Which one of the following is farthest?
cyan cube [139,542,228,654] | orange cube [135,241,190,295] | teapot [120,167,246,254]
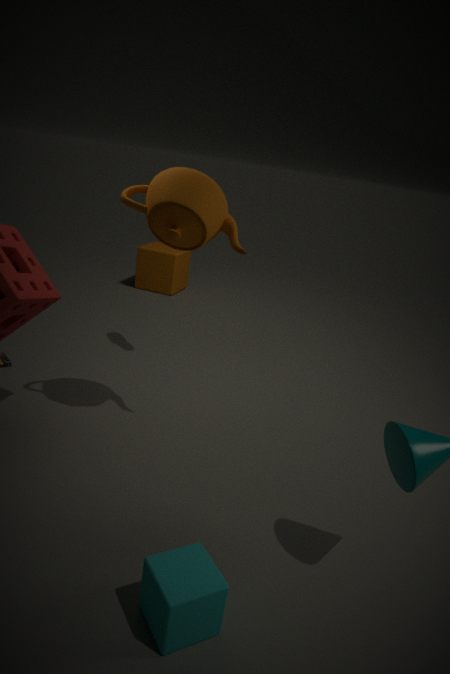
orange cube [135,241,190,295]
